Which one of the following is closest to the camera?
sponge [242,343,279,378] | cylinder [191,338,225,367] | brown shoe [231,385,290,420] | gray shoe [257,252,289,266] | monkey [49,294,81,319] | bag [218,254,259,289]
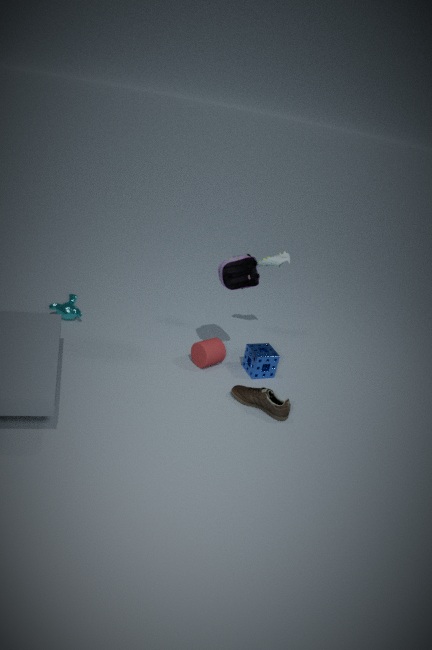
brown shoe [231,385,290,420]
